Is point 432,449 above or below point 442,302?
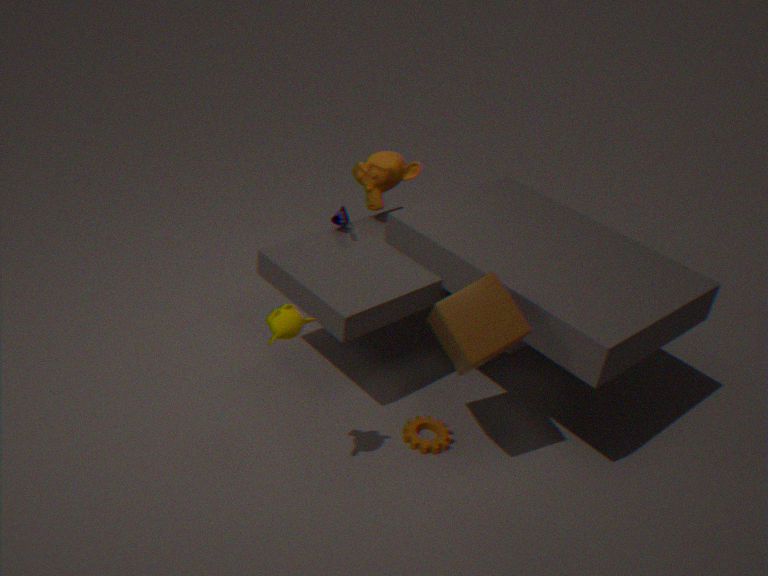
below
